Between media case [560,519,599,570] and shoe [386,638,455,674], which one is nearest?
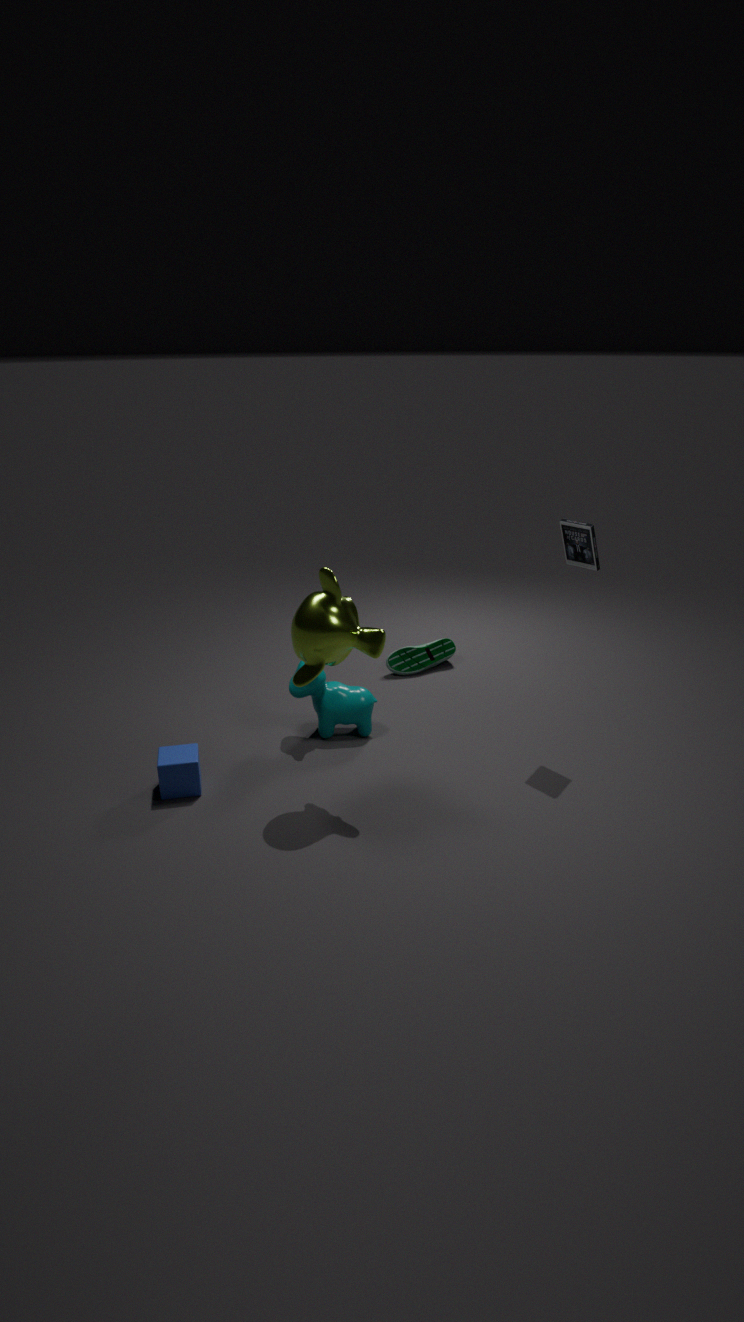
media case [560,519,599,570]
